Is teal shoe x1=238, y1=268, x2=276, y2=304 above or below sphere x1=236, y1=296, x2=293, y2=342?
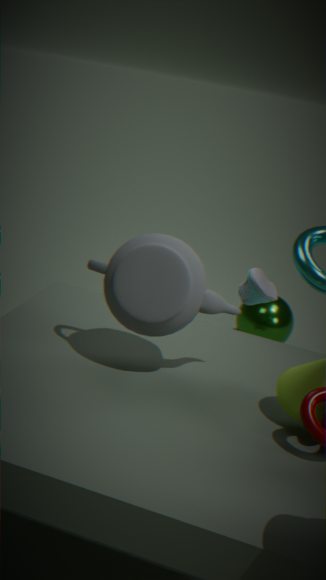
above
